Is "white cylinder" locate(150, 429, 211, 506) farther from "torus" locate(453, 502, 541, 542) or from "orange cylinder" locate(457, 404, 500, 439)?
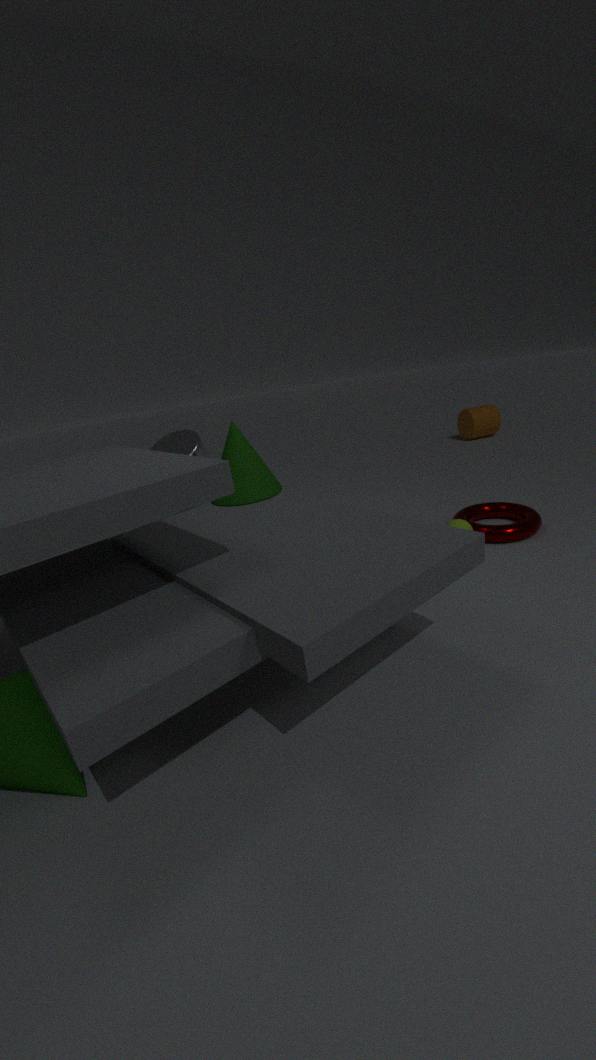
"orange cylinder" locate(457, 404, 500, 439)
